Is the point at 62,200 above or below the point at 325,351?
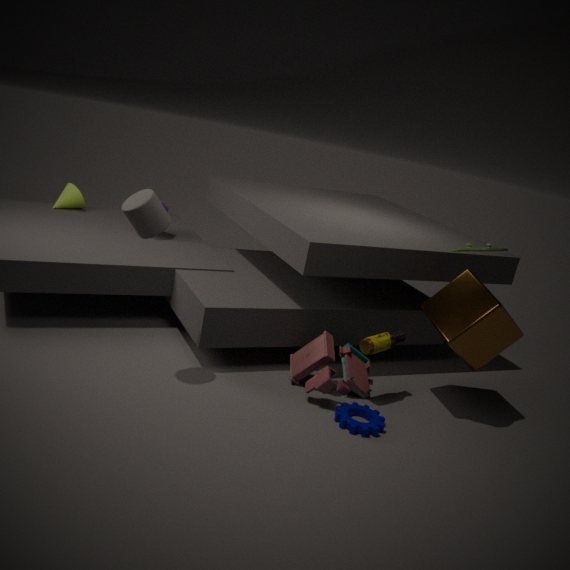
above
